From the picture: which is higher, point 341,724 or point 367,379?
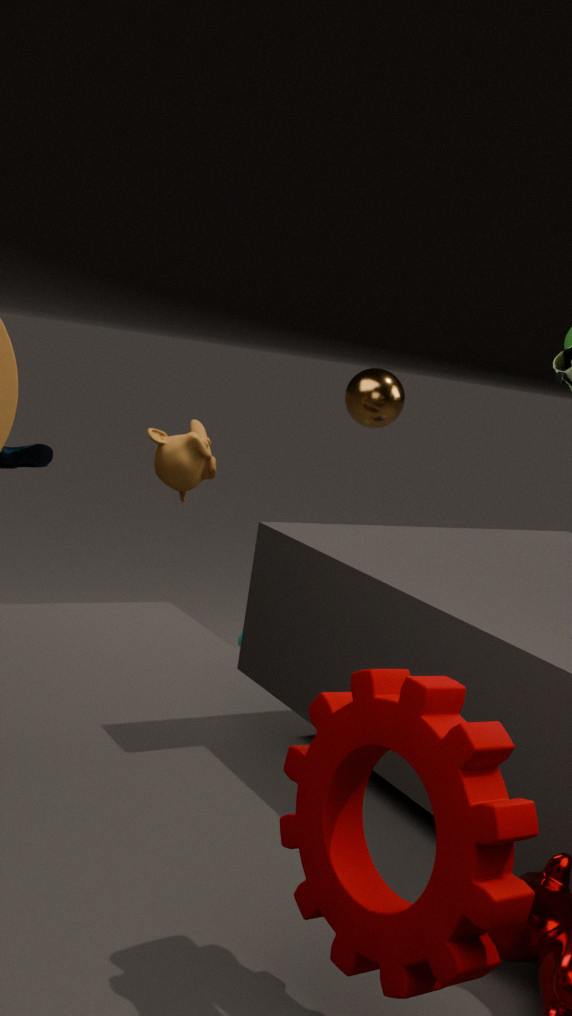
point 367,379
